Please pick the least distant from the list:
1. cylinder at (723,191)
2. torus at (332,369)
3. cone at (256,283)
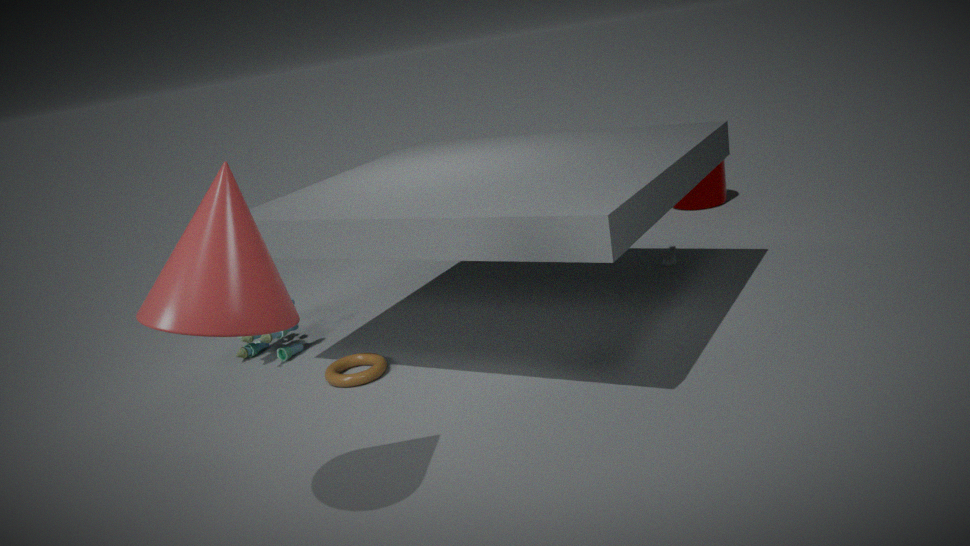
cone at (256,283)
